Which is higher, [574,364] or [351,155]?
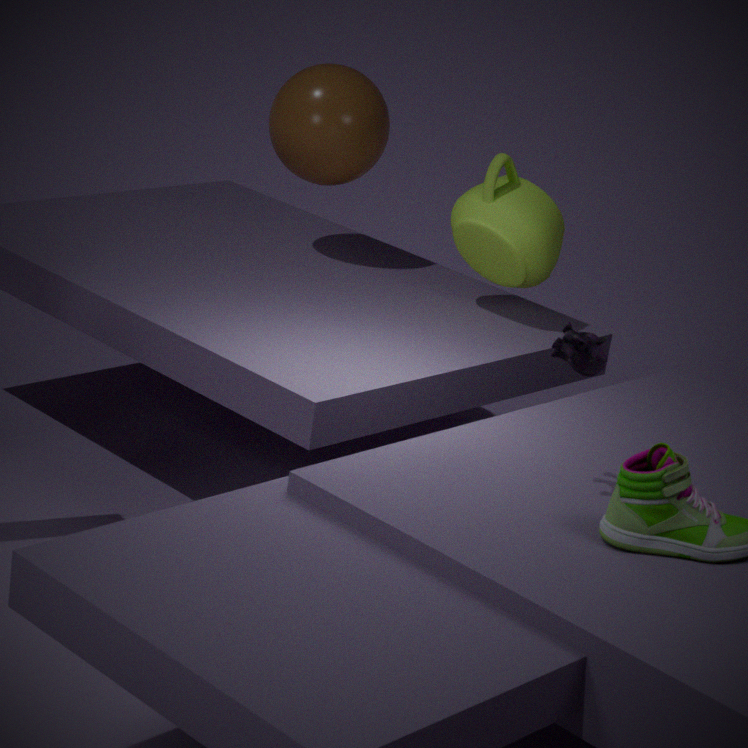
[351,155]
